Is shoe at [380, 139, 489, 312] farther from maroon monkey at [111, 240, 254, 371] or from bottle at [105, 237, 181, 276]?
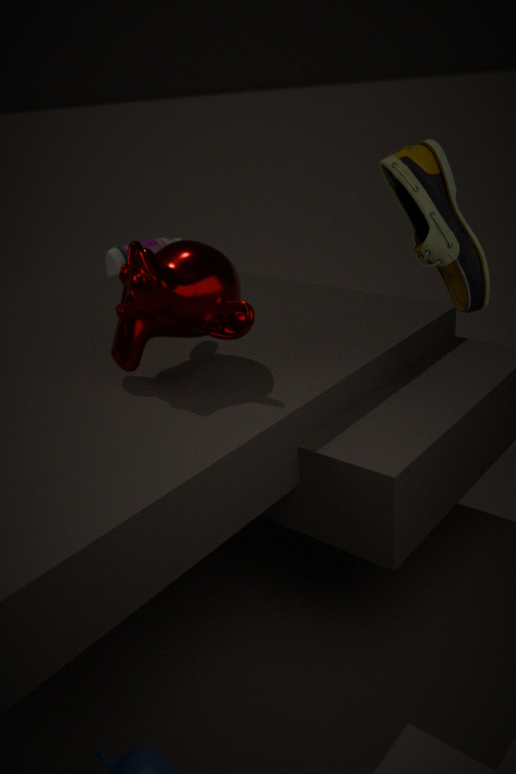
bottle at [105, 237, 181, 276]
